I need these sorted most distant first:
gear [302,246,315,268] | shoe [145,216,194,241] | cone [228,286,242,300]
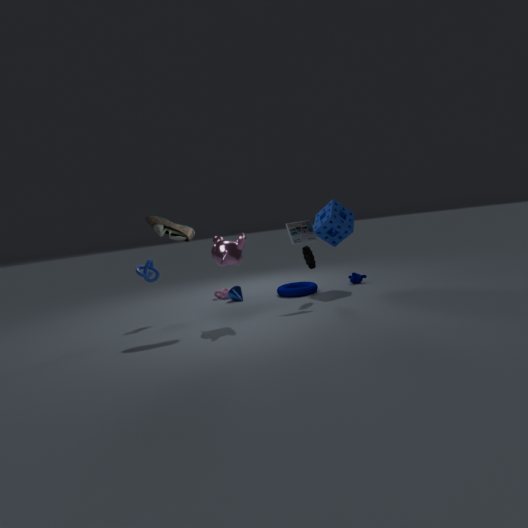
cone [228,286,242,300], gear [302,246,315,268], shoe [145,216,194,241]
